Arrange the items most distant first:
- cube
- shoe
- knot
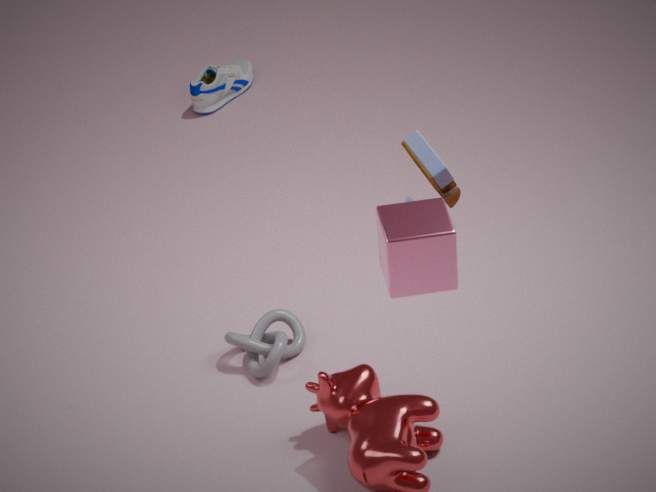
1. shoe
2. knot
3. cube
